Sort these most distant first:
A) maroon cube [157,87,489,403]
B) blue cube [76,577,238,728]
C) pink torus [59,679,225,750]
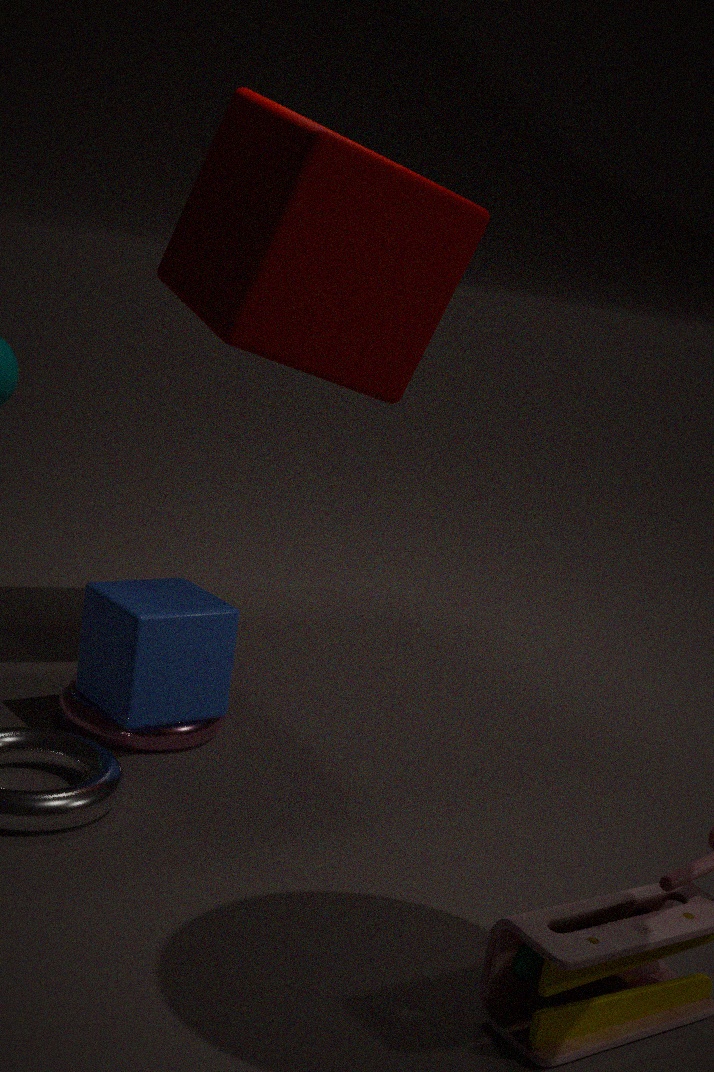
1. maroon cube [157,87,489,403]
2. pink torus [59,679,225,750]
3. blue cube [76,577,238,728]
